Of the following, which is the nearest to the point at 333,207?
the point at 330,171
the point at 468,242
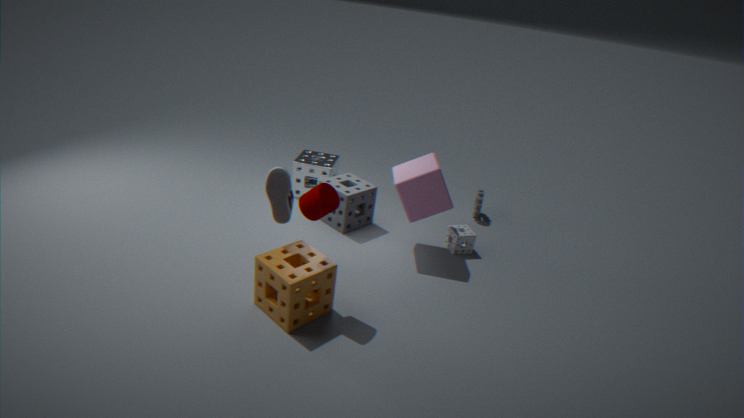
the point at 468,242
